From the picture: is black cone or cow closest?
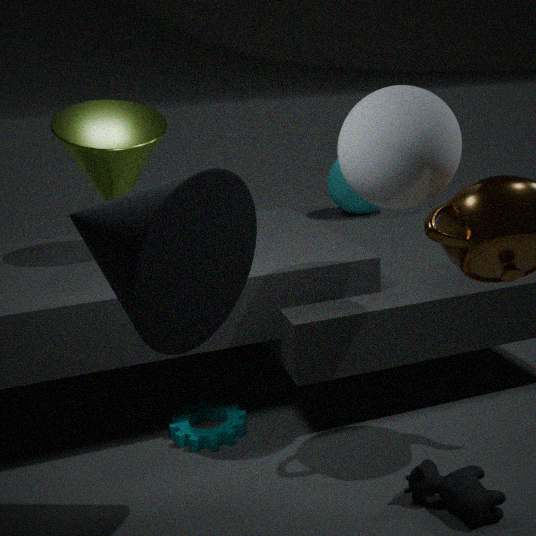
black cone
